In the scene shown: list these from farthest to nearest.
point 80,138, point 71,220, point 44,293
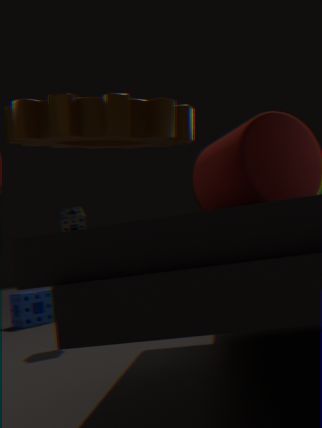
point 44,293 → point 71,220 → point 80,138
